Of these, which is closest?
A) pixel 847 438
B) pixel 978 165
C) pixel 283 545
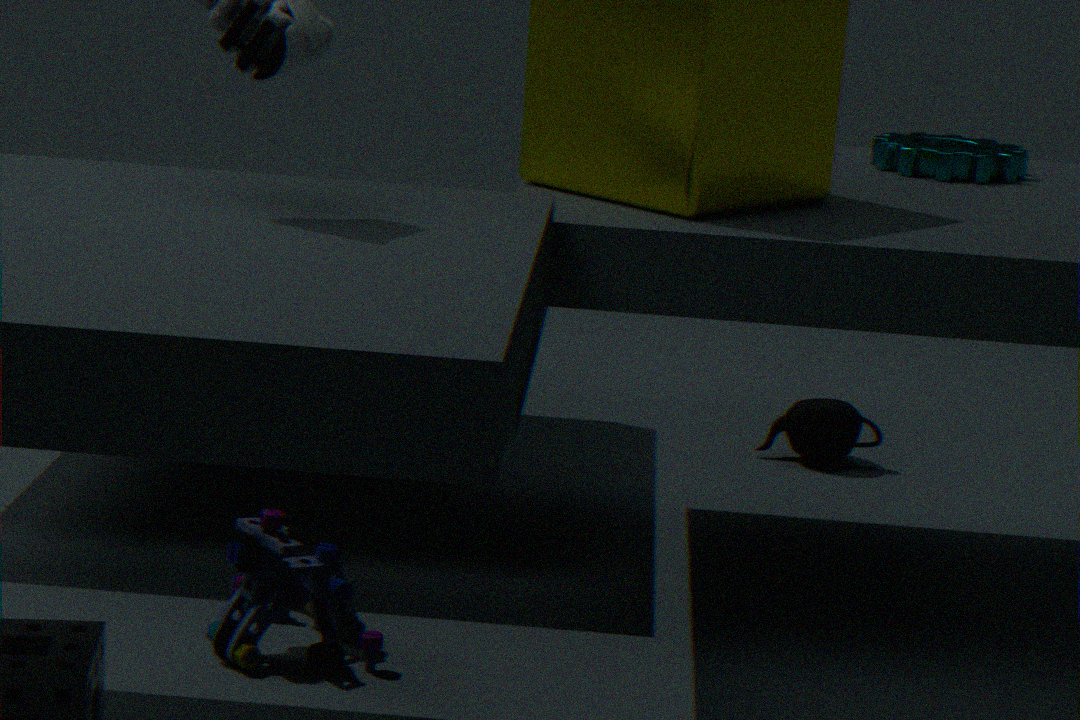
pixel 283 545
